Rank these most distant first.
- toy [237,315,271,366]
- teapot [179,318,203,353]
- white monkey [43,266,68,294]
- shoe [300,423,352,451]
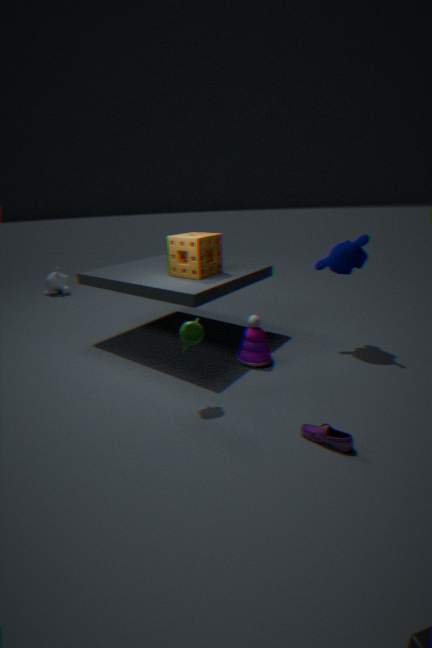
white monkey [43,266,68,294] → toy [237,315,271,366] → teapot [179,318,203,353] → shoe [300,423,352,451]
